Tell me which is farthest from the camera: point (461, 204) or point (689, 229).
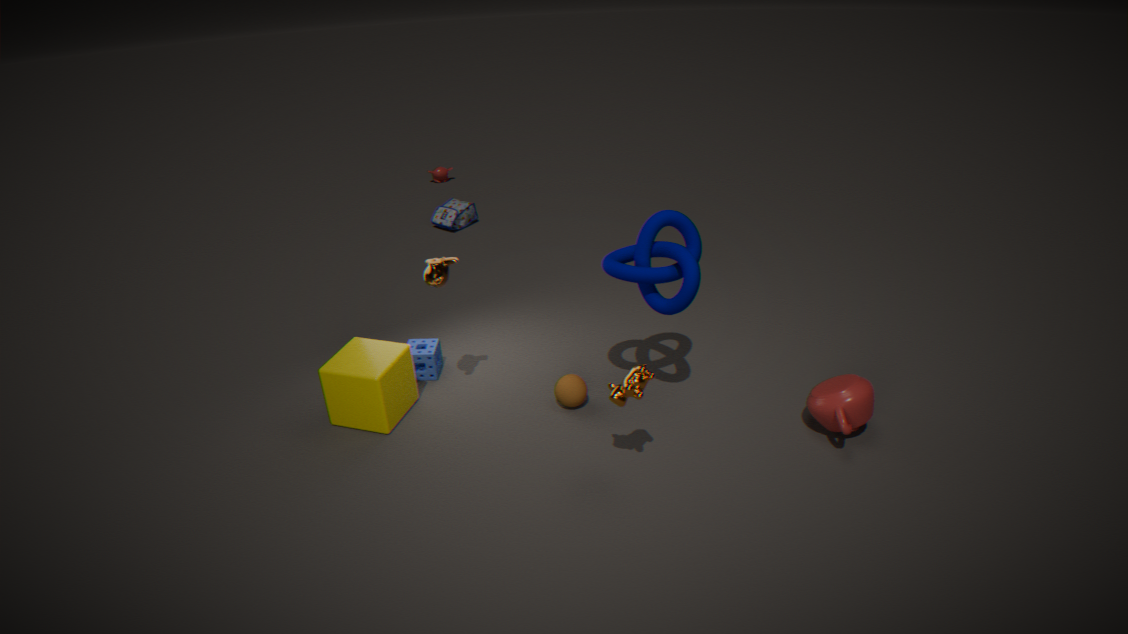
point (461, 204)
